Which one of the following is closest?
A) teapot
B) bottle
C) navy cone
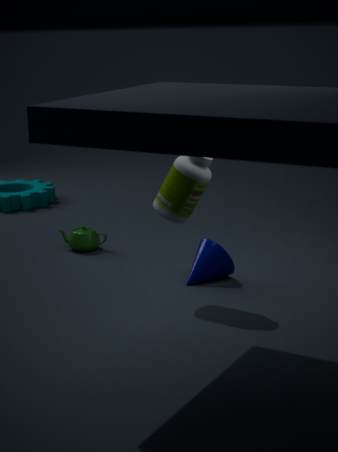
bottle
